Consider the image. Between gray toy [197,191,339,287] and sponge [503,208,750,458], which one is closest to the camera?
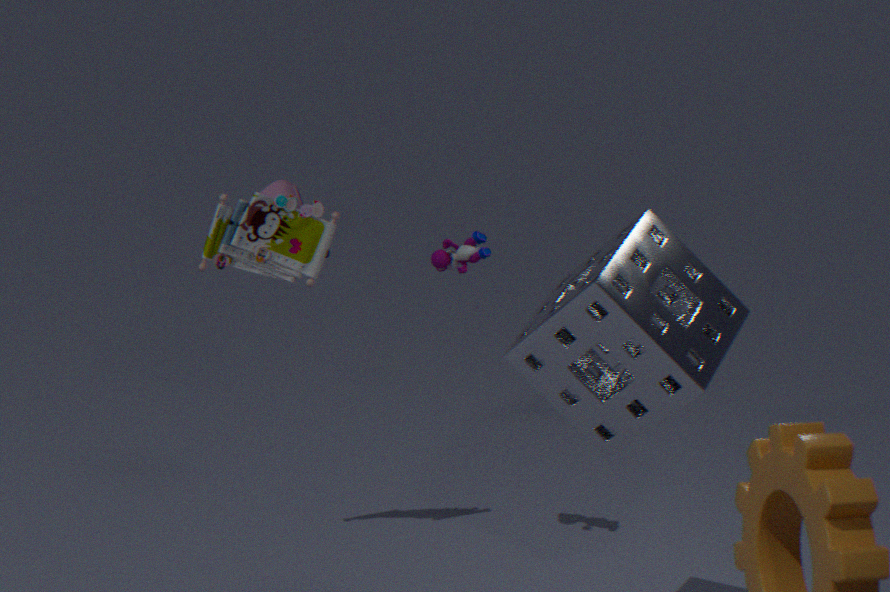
sponge [503,208,750,458]
